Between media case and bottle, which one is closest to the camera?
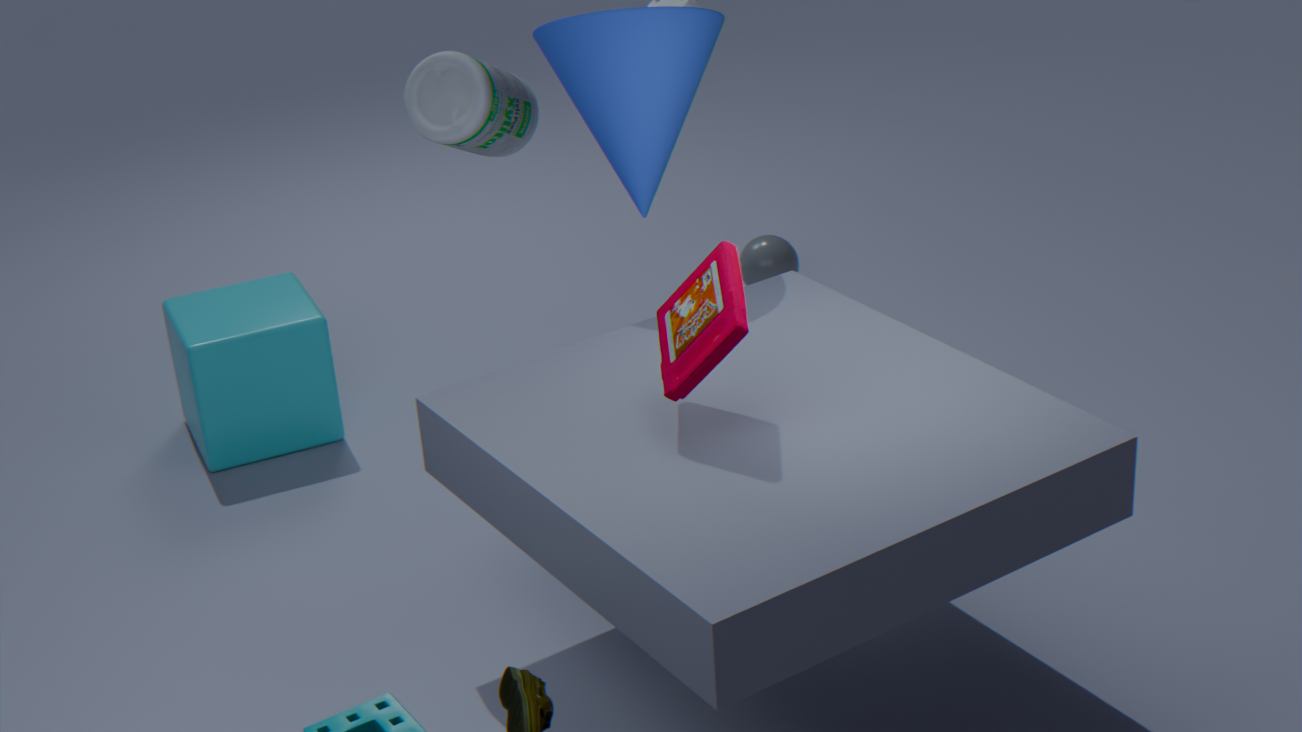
media case
